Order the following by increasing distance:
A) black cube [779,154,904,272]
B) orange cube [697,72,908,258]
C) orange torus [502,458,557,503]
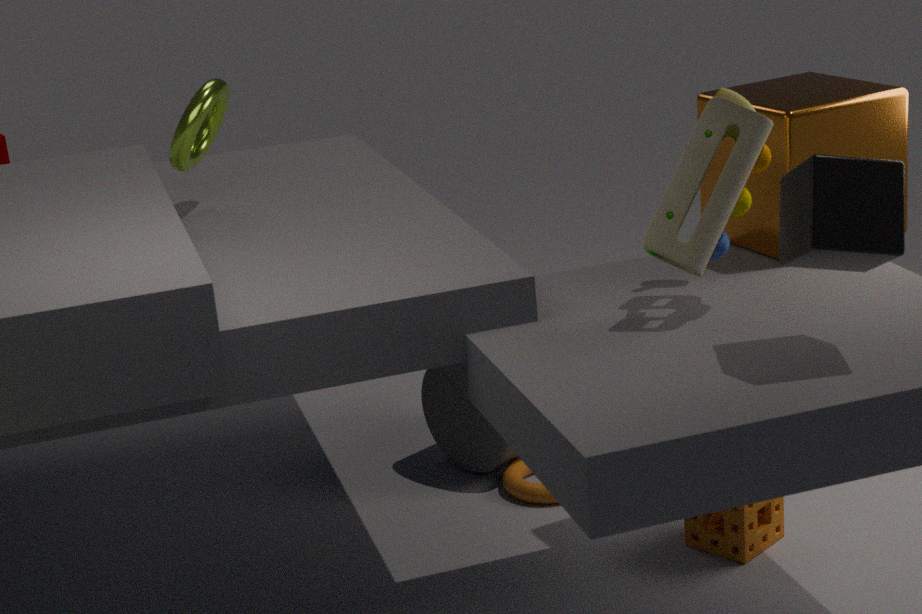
1. black cube [779,154,904,272]
2. orange cube [697,72,908,258]
3. orange torus [502,458,557,503]
